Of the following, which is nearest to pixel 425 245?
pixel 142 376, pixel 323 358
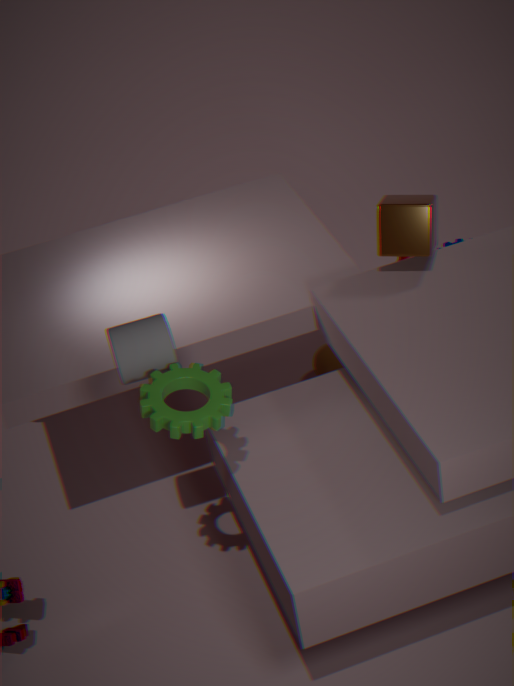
pixel 142 376
